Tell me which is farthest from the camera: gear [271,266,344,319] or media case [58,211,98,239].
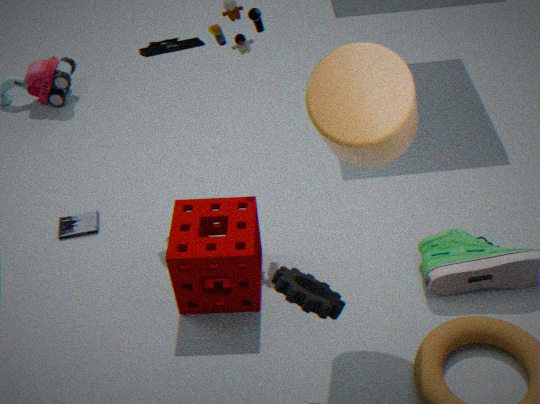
media case [58,211,98,239]
